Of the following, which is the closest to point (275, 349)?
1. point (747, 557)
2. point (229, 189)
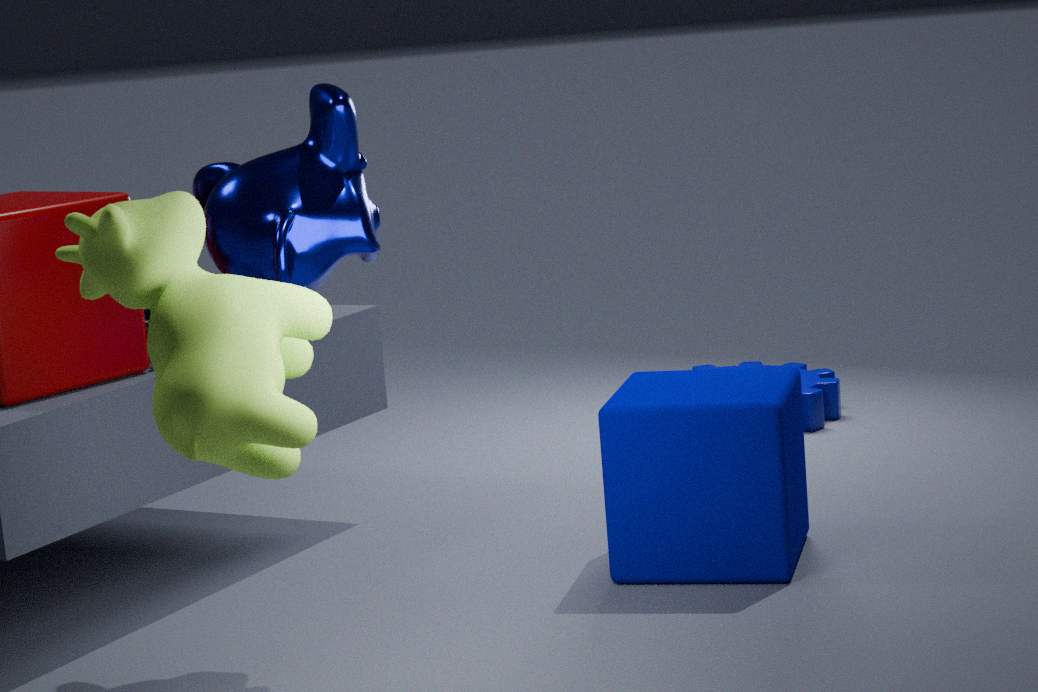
point (229, 189)
